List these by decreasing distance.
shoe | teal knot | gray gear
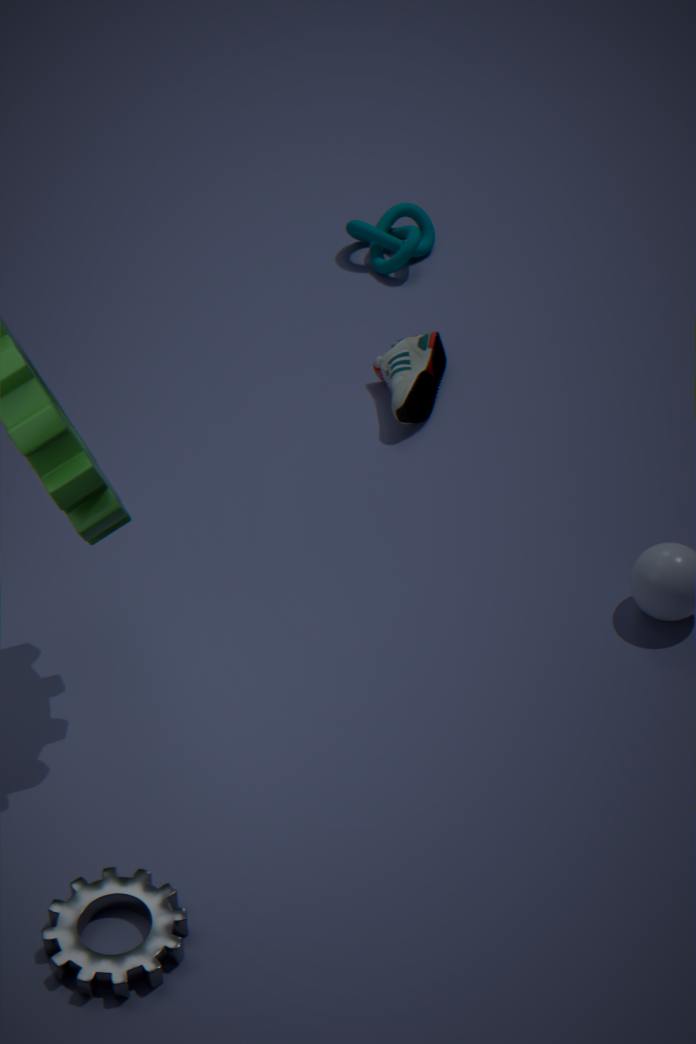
teal knot < shoe < gray gear
